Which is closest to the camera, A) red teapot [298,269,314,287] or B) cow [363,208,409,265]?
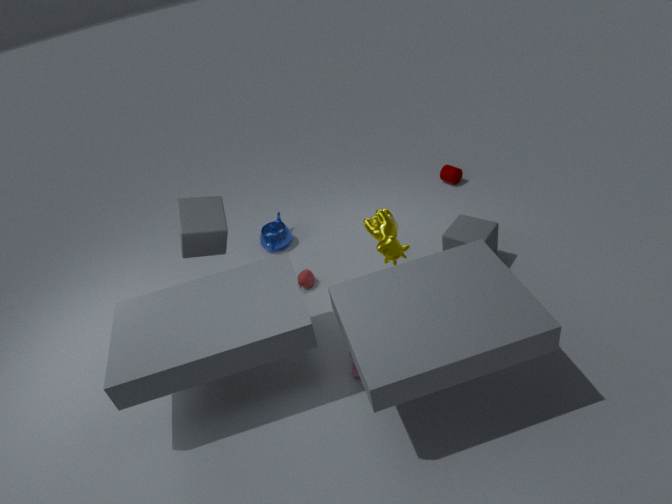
B. cow [363,208,409,265]
